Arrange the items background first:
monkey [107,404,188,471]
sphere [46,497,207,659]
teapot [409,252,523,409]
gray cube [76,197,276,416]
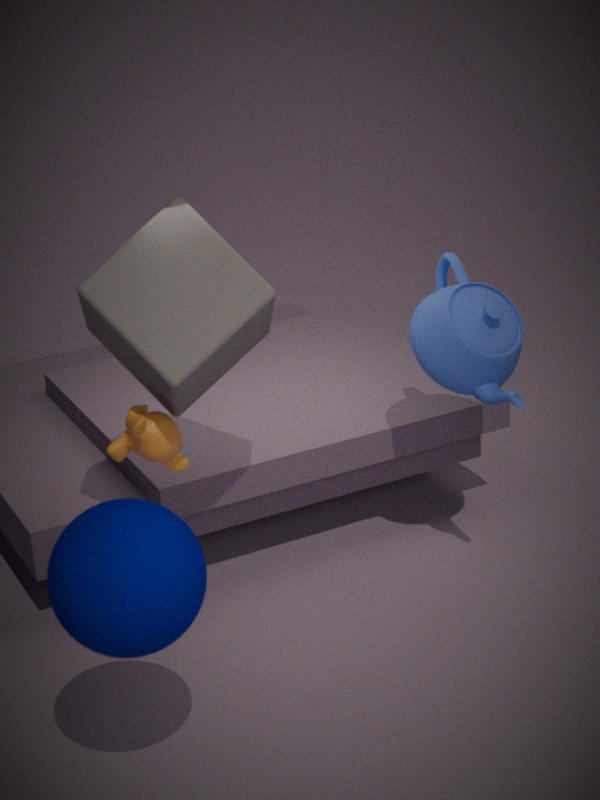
1. teapot [409,252,523,409]
2. monkey [107,404,188,471]
3. gray cube [76,197,276,416]
4. sphere [46,497,207,659]
